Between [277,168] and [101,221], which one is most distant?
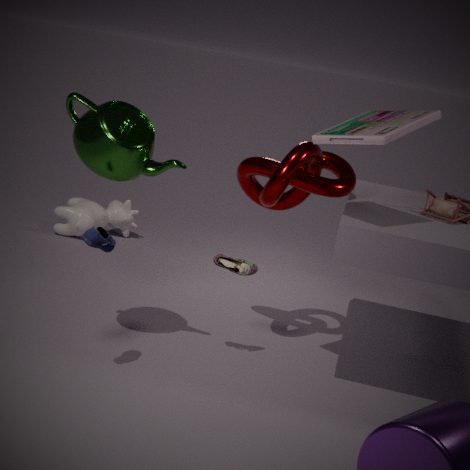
[101,221]
